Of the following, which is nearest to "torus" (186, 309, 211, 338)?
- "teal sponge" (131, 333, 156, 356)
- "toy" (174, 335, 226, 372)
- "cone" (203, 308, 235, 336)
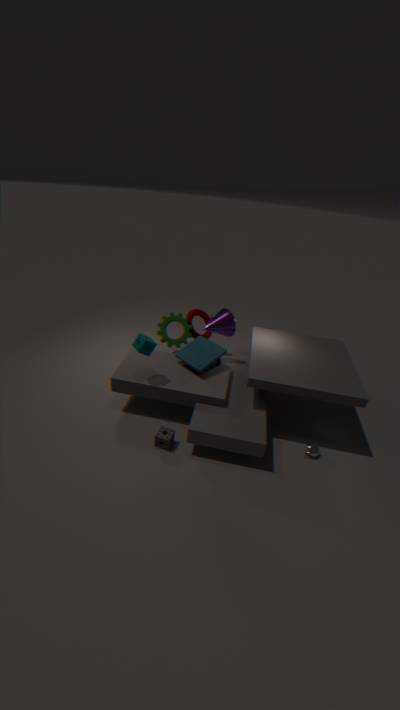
"cone" (203, 308, 235, 336)
